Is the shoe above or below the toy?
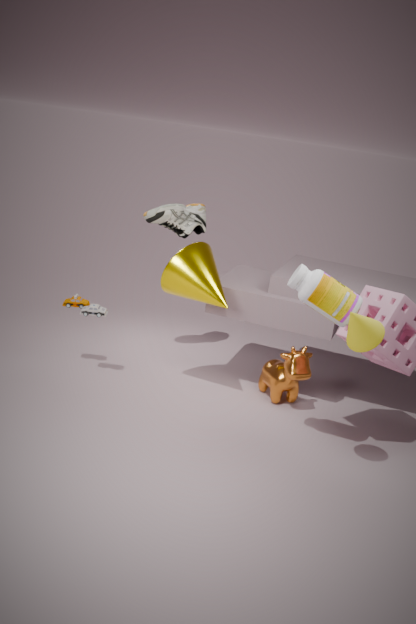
above
